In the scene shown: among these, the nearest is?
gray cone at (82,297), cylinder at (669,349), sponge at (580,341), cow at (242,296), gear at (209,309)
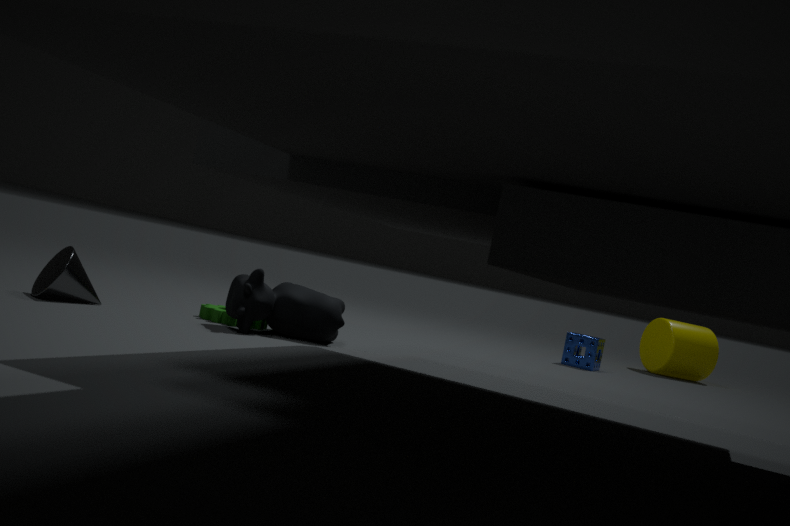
gray cone at (82,297)
